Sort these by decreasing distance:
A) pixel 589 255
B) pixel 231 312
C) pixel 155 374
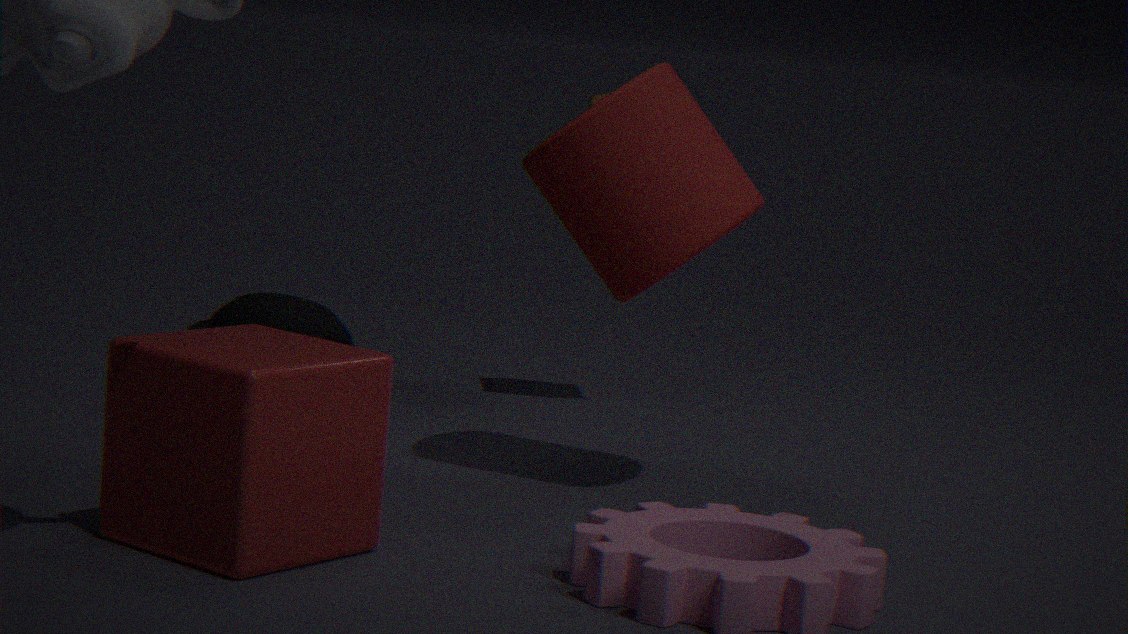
pixel 231 312 < pixel 589 255 < pixel 155 374
